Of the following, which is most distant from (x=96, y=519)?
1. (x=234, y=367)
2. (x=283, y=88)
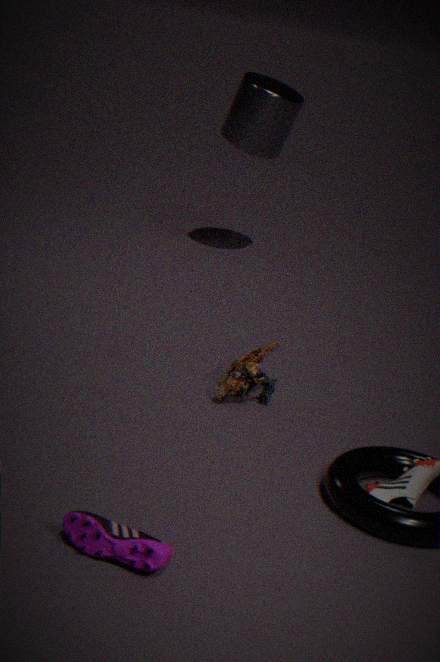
(x=283, y=88)
